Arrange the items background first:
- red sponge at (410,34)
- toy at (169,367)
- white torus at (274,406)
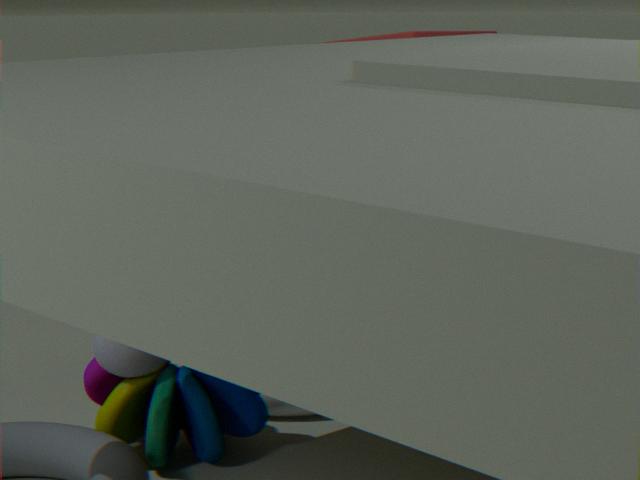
red sponge at (410,34) → white torus at (274,406) → toy at (169,367)
